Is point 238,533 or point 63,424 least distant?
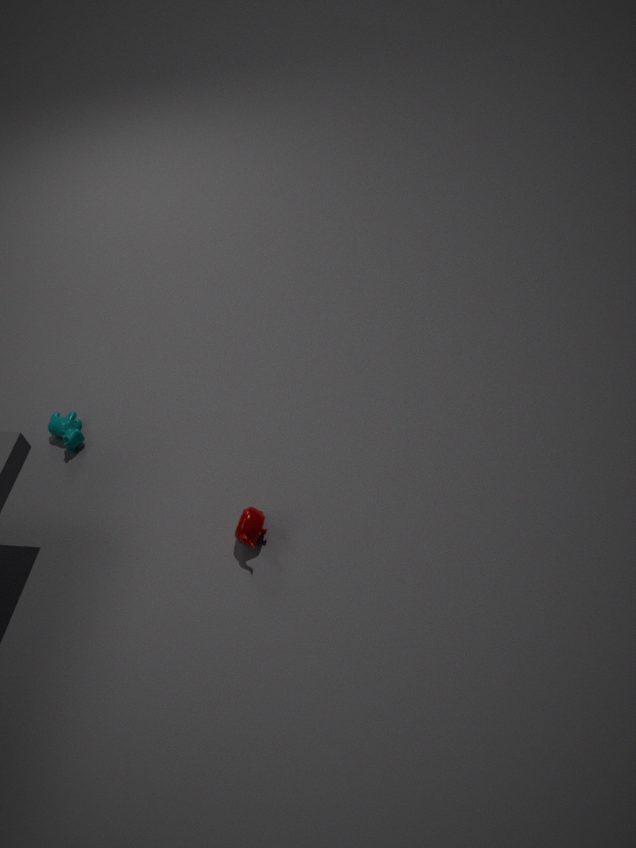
point 238,533
